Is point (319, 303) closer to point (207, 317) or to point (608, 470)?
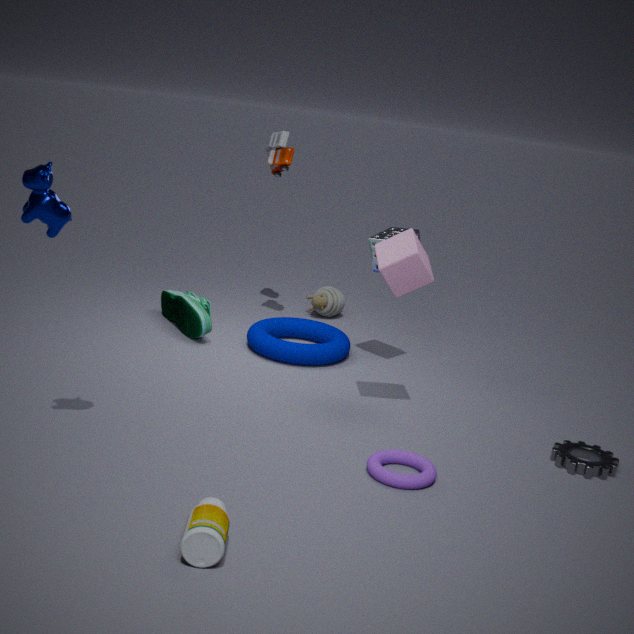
point (207, 317)
